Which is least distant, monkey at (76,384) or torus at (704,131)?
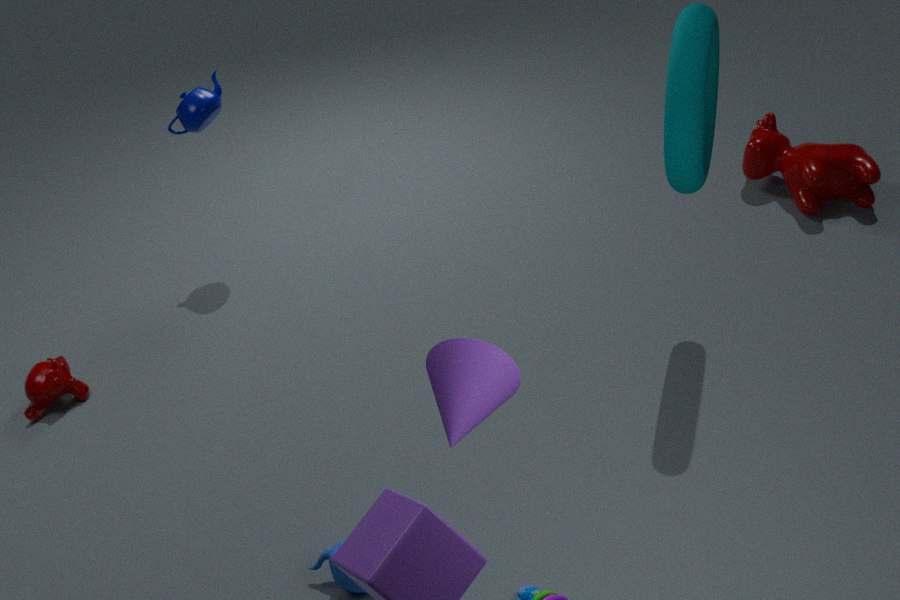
torus at (704,131)
